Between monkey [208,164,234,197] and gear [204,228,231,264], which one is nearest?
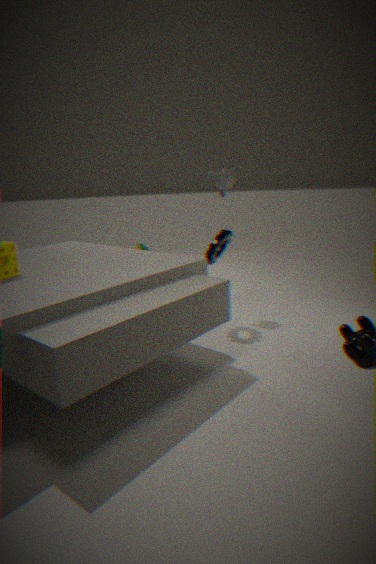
gear [204,228,231,264]
